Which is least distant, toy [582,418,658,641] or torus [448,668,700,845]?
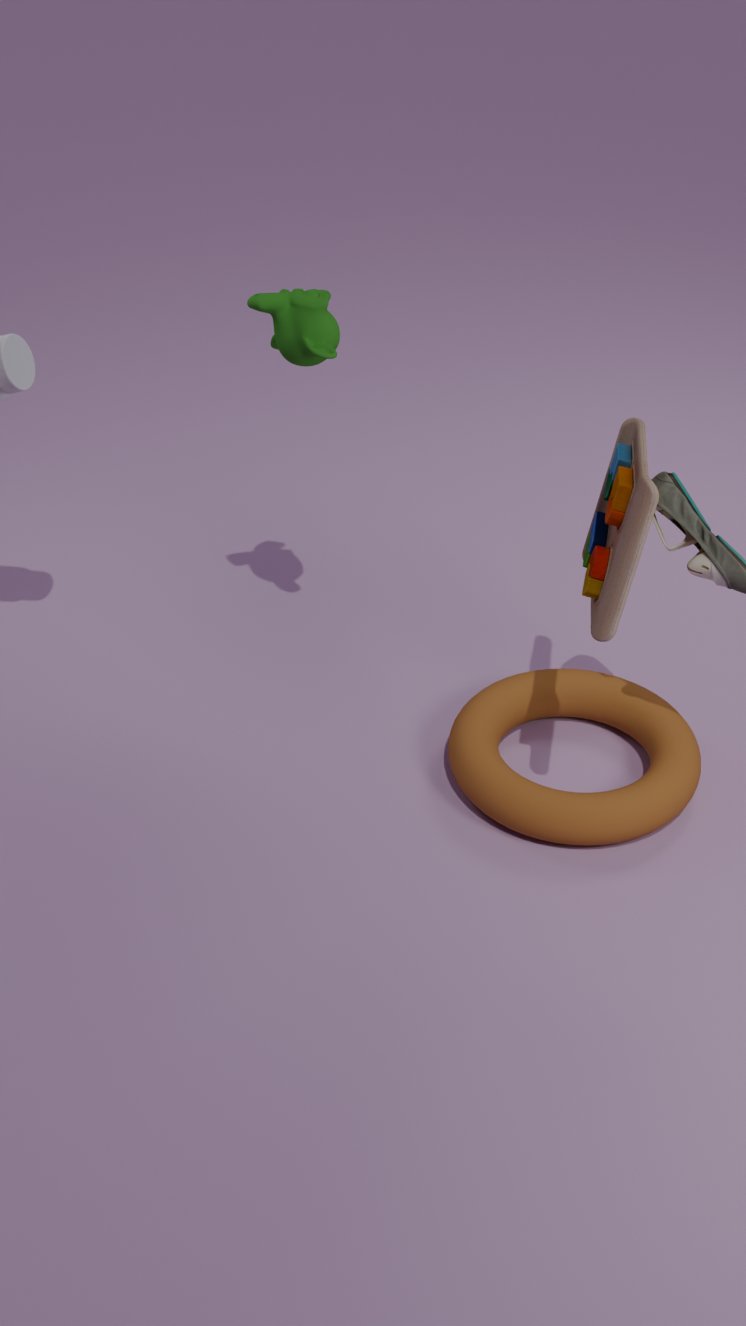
toy [582,418,658,641]
